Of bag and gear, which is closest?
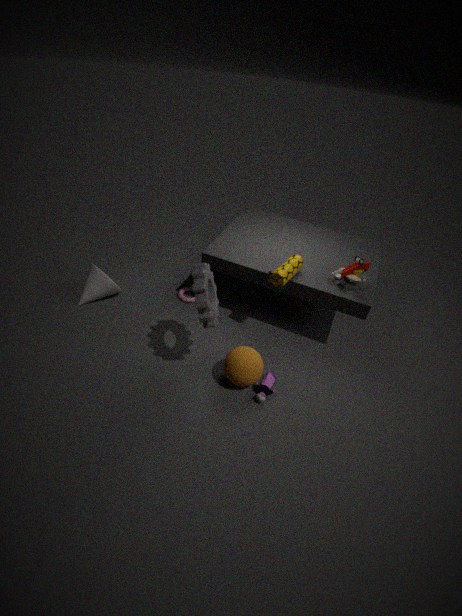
gear
